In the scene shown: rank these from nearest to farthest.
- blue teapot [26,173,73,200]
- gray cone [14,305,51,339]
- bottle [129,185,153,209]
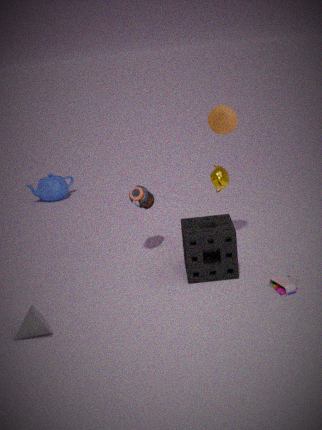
gray cone [14,305,51,339], bottle [129,185,153,209], blue teapot [26,173,73,200]
